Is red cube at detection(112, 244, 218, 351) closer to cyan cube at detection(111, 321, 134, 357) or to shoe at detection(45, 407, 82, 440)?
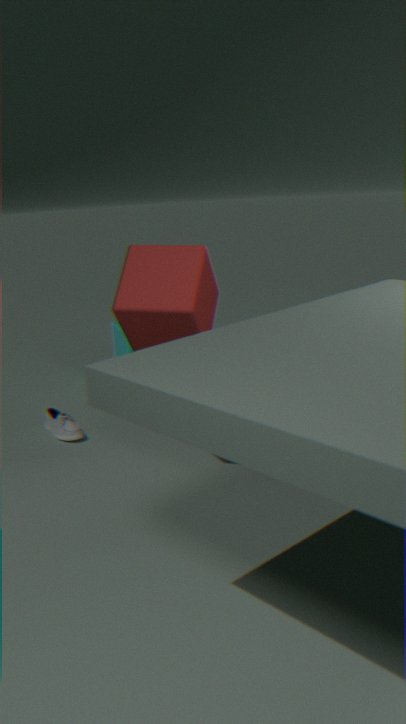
shoe at detection(45, 407, 82, 440)
